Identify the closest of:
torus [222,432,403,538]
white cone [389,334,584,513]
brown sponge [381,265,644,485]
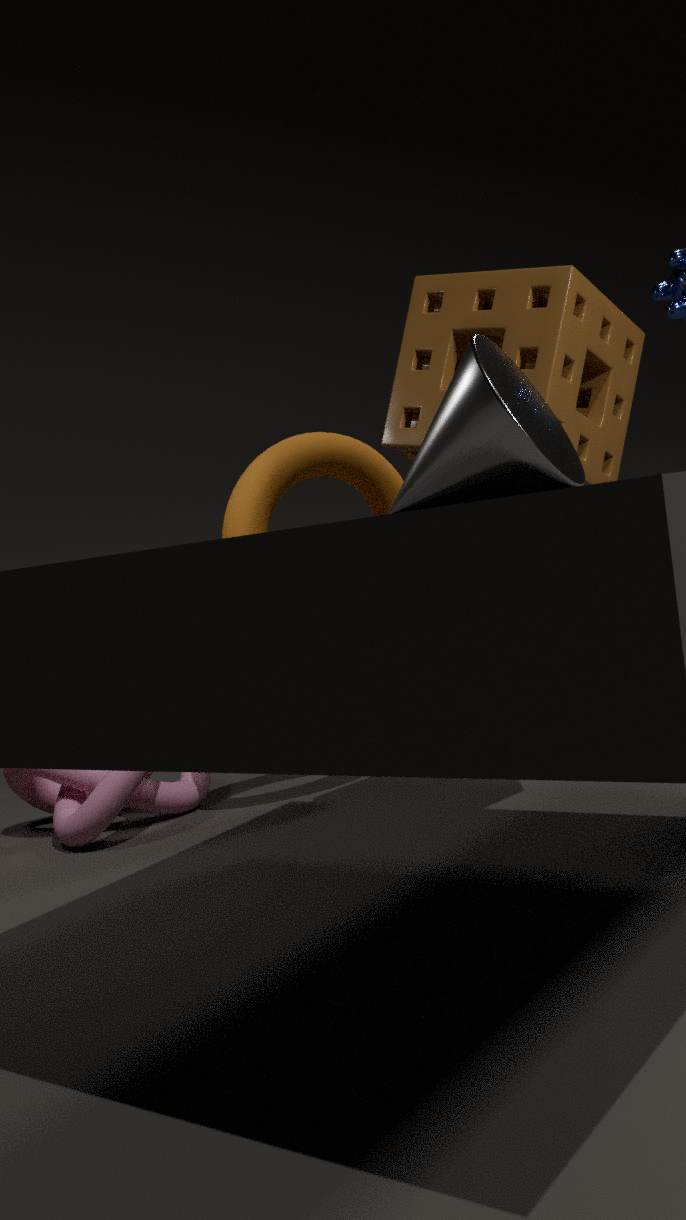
white cone [389,334,584,513]
